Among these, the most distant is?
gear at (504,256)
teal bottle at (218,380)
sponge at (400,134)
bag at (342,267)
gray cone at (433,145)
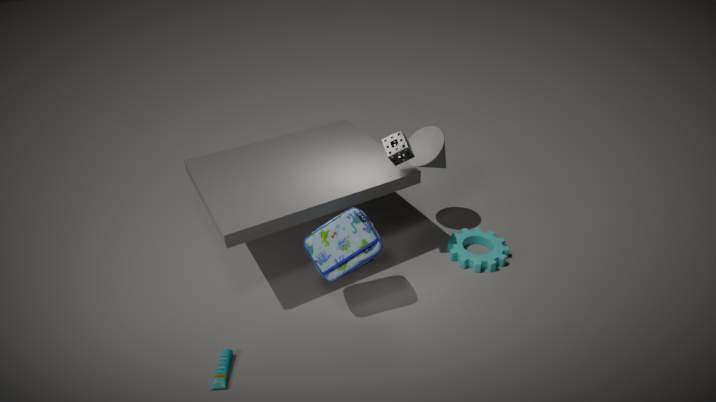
gray cone at (433,145)
